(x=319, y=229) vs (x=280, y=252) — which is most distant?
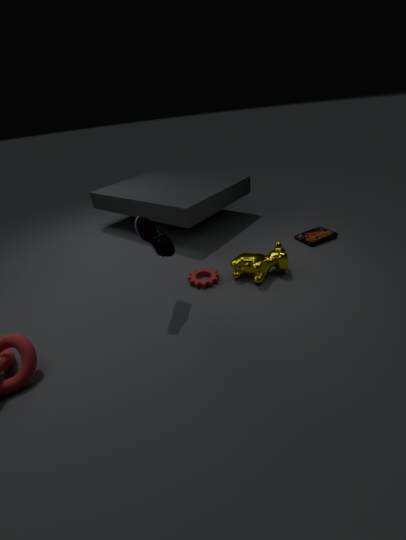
(x=319, y=229)
